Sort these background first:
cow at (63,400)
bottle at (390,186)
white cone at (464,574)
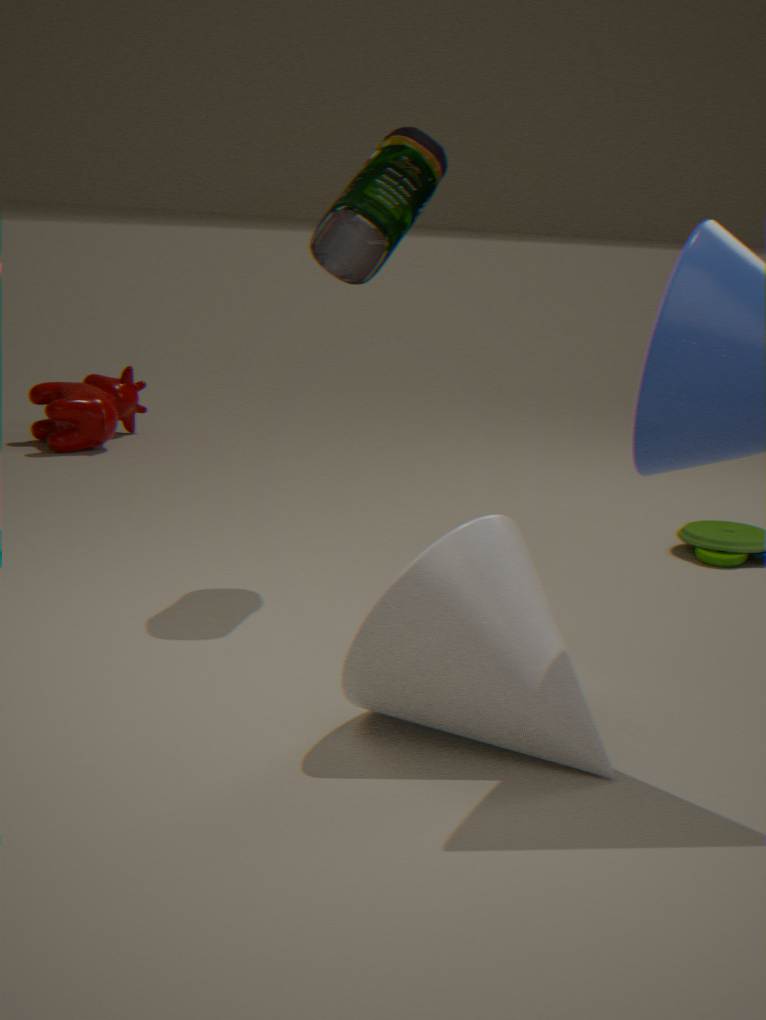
cow at (63,400), bottle at (390,186), white cone at (464,574)
